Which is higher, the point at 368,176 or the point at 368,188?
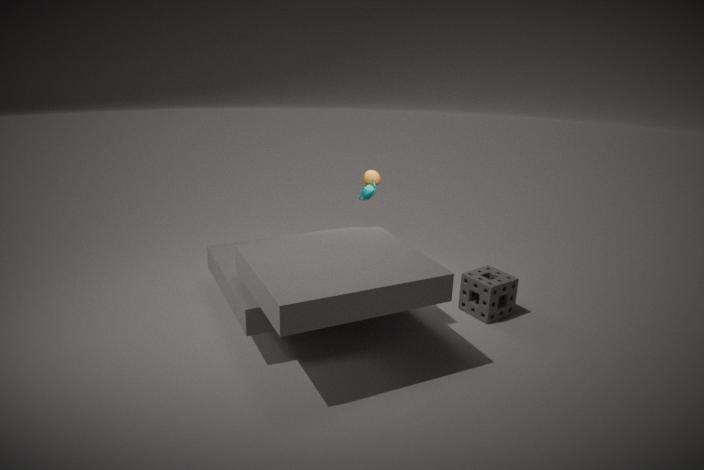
the point at 368,176
